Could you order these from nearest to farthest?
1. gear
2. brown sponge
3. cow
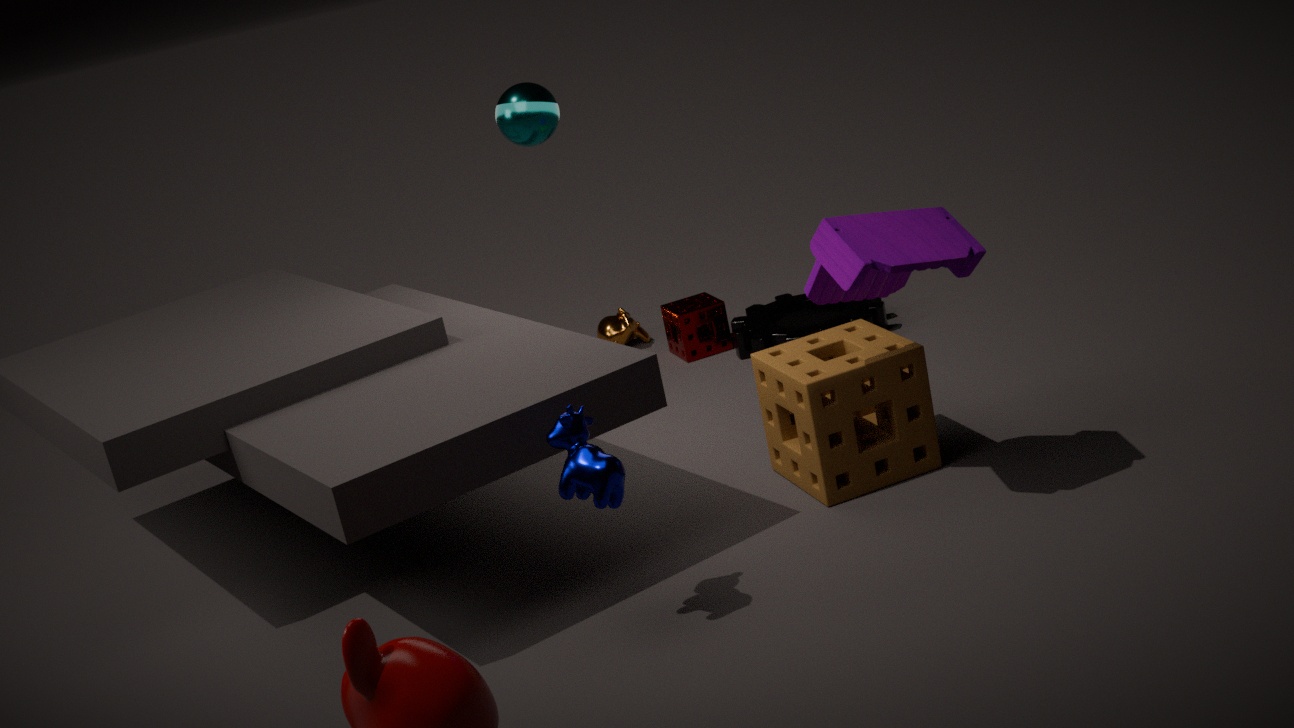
cow → brown sponge → gear
